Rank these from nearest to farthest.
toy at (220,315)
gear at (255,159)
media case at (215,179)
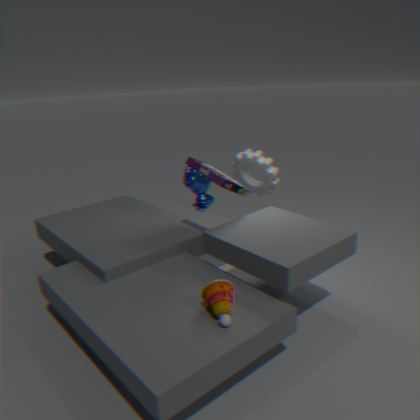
toy at (220,315) < media case at (215,179) < gear at (255,159)
